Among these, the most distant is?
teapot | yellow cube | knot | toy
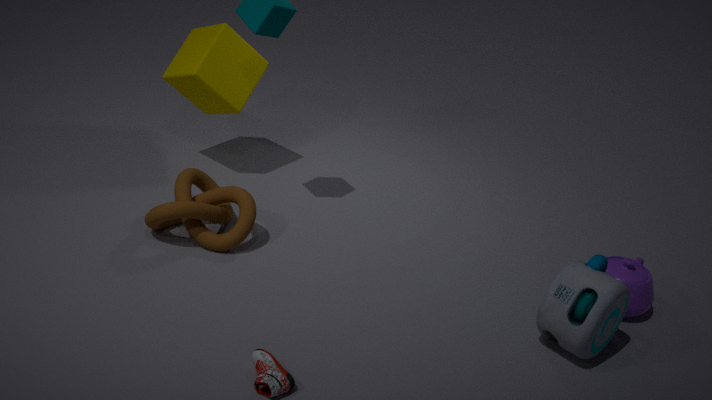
yellow cube
